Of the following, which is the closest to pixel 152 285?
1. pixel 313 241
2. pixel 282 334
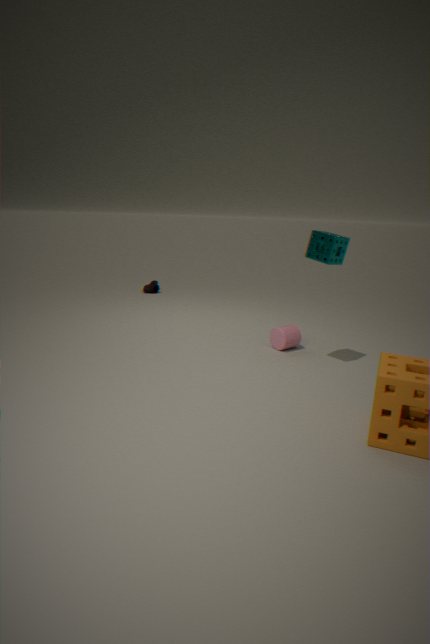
pixel 282 334
